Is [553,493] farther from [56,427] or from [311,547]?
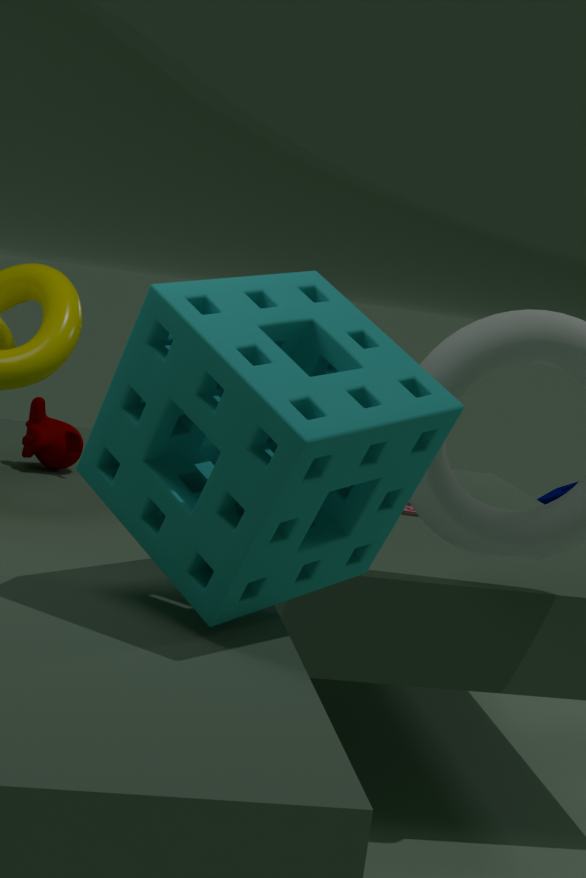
[311,547]
